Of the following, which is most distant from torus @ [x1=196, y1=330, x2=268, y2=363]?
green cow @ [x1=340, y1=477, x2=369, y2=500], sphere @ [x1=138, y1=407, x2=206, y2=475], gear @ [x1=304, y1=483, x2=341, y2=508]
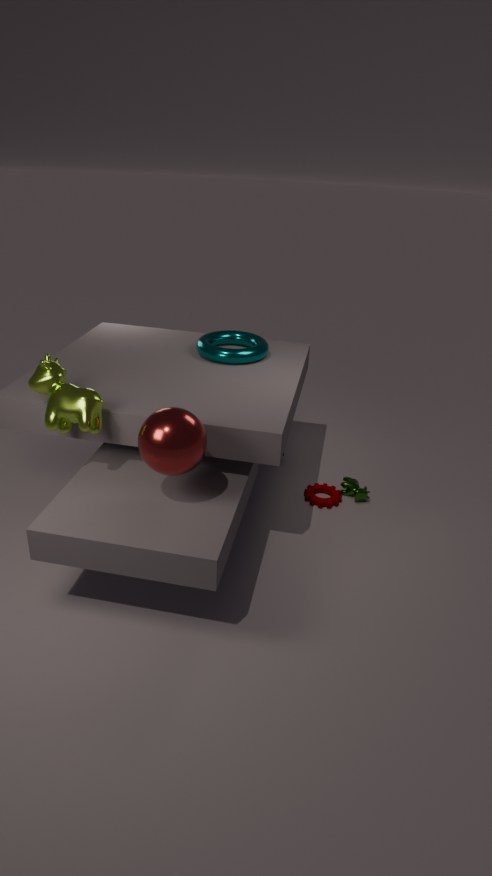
green cow @ [x1=340, y1=477, x2=369, y2=500]
